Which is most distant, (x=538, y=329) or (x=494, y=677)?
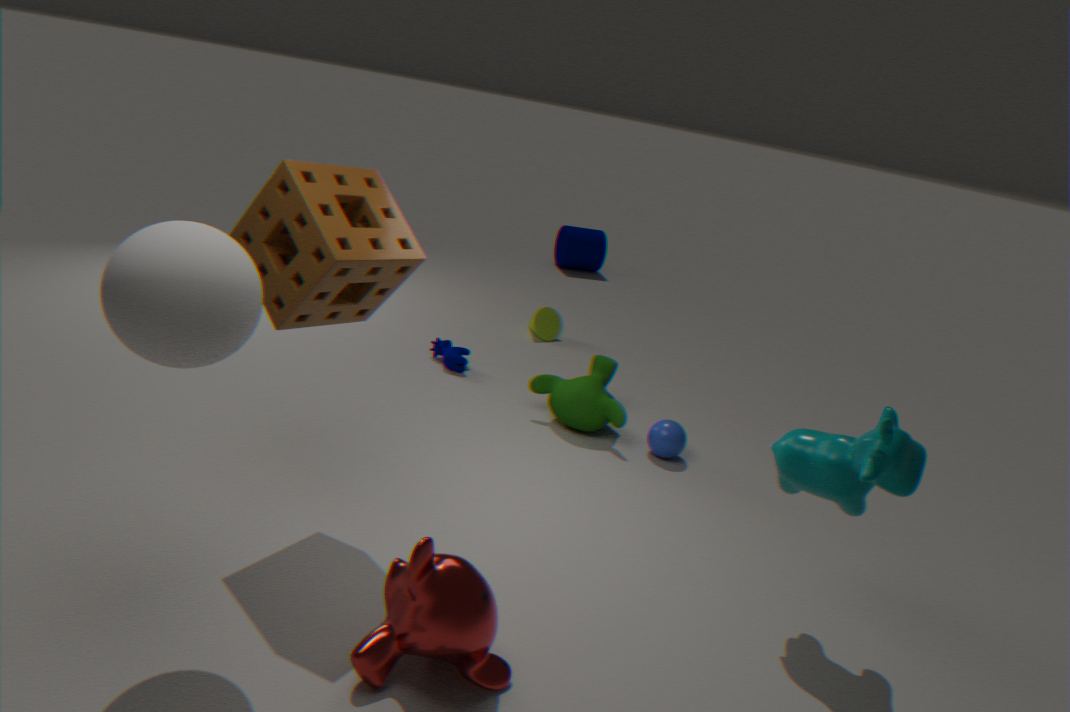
(x=538, y=329)
